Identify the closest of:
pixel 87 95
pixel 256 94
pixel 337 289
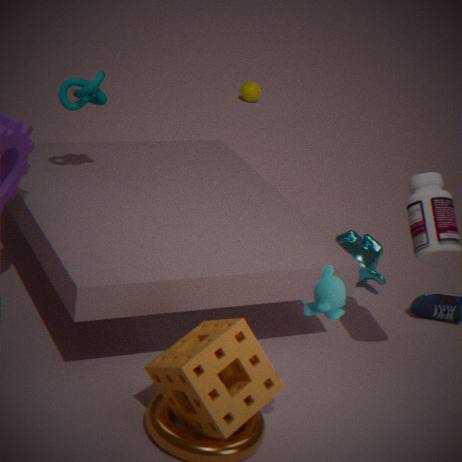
pixel 337 289
